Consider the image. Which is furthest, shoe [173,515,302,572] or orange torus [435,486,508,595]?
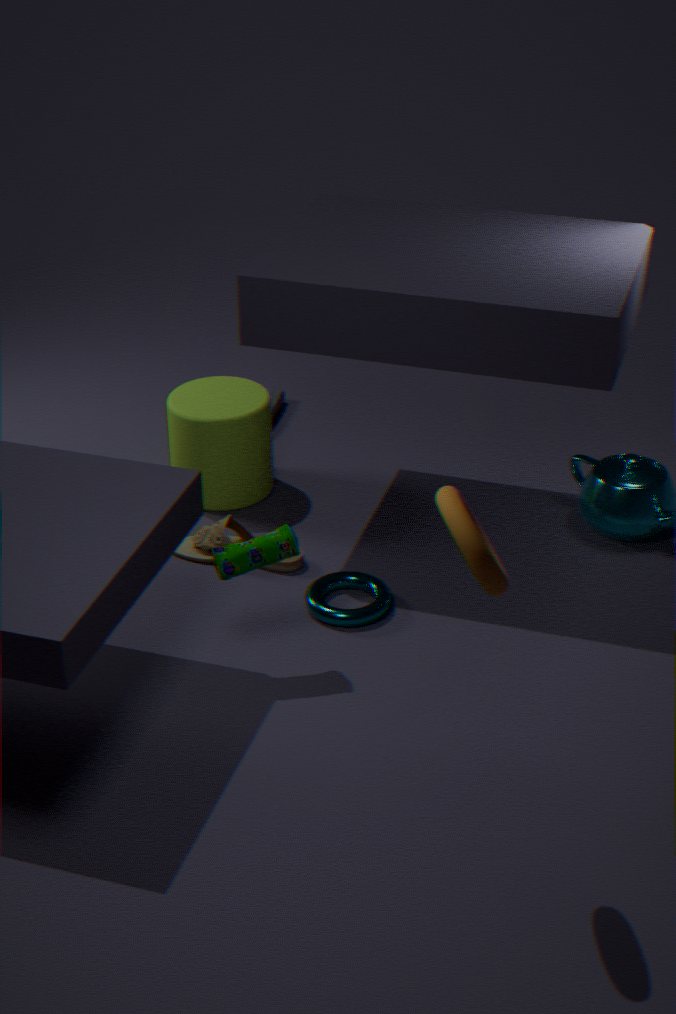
shoe [173,515,302,572]
